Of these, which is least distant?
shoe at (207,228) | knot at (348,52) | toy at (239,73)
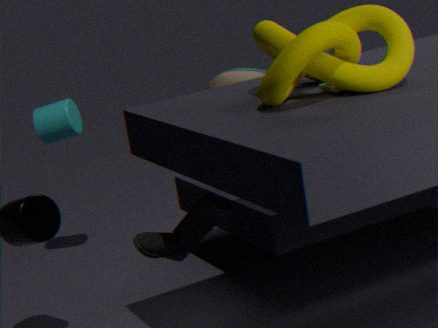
knot at (348,52)
